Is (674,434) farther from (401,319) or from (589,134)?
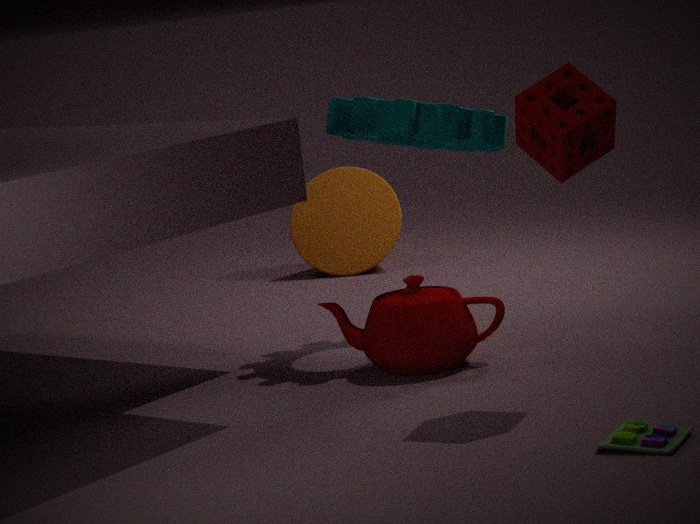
(401,319)
